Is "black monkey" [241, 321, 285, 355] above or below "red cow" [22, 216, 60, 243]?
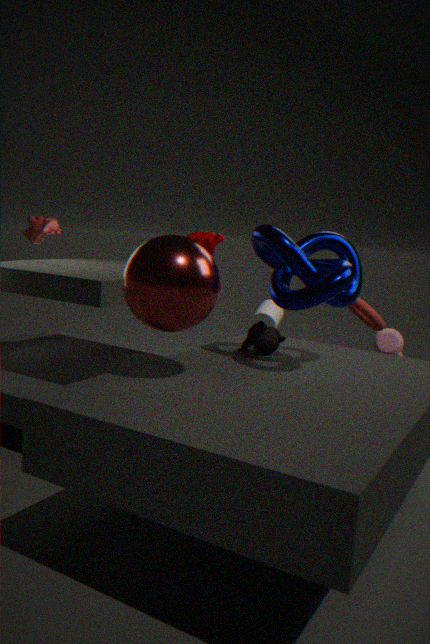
below
